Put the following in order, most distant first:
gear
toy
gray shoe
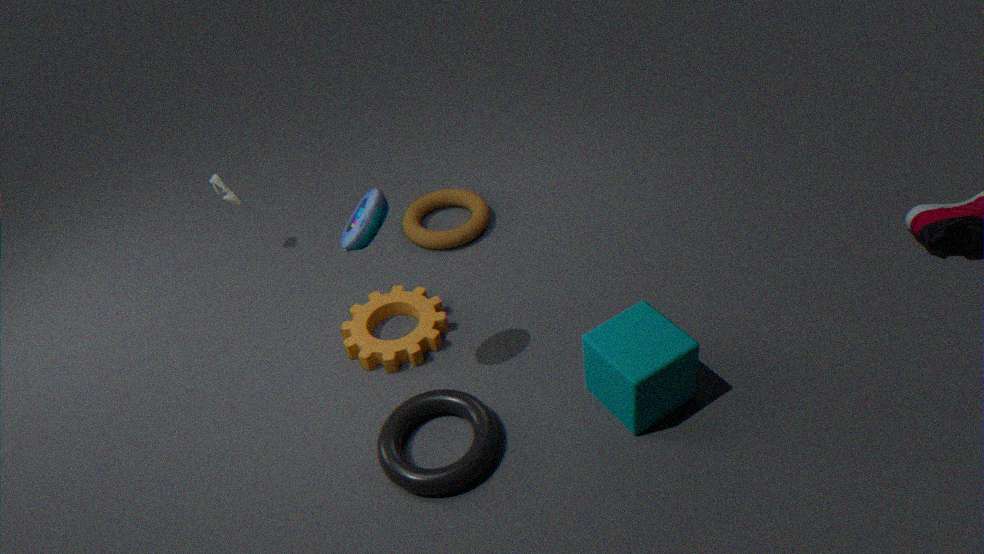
1. gray shoe
2. gear
3. toy
